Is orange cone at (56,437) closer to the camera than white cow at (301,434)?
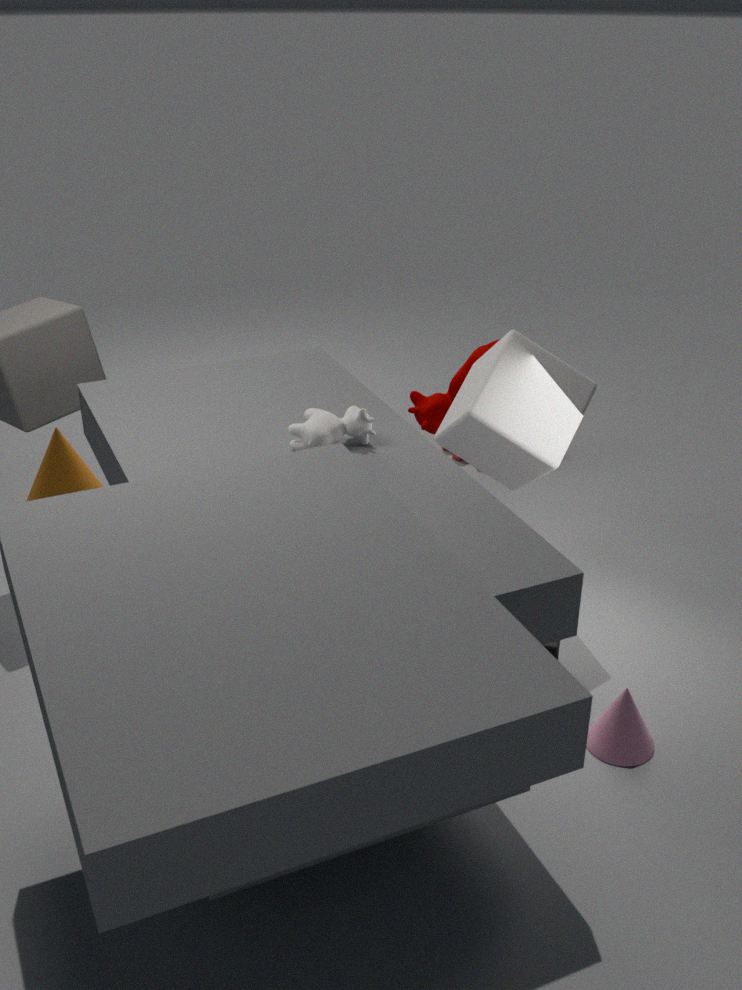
No
